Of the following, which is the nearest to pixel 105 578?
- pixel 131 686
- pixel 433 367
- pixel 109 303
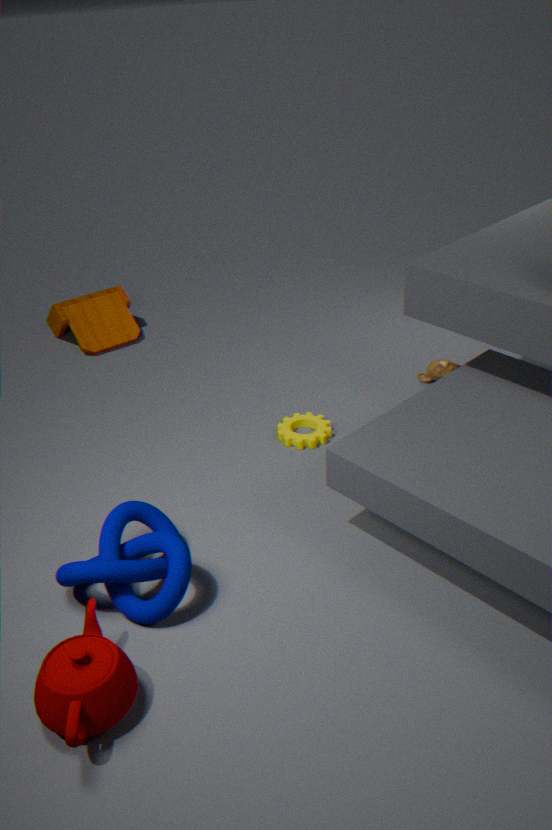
pixel 131 686
